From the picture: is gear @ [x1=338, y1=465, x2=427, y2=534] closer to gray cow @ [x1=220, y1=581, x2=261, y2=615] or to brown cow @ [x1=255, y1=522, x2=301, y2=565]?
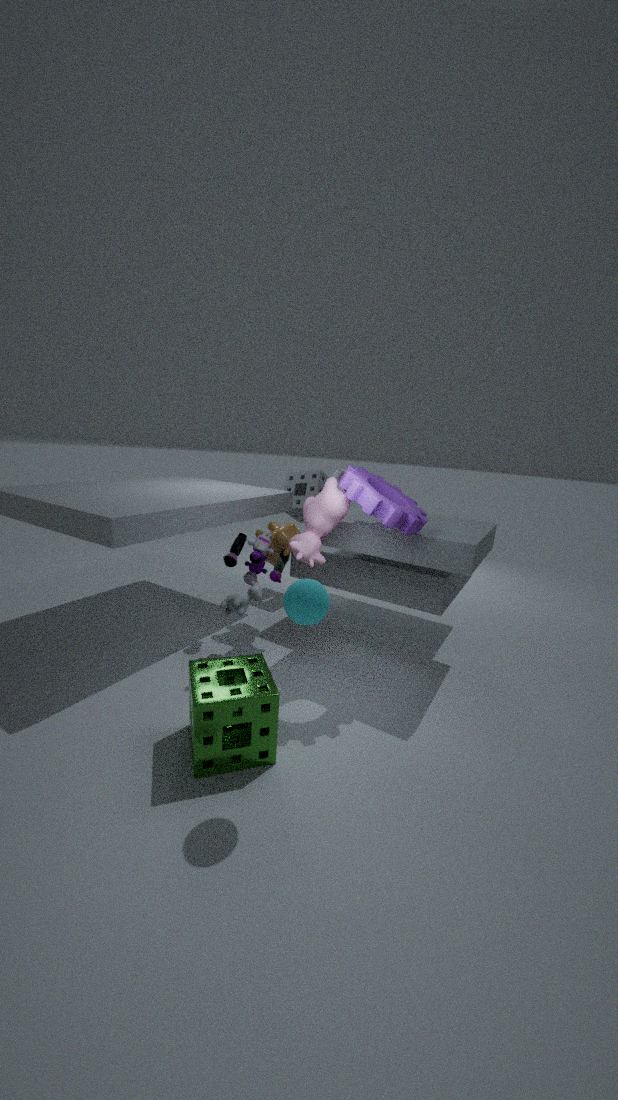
brown cow @ [x1=255, y1=522, x2=301, y2=565]
